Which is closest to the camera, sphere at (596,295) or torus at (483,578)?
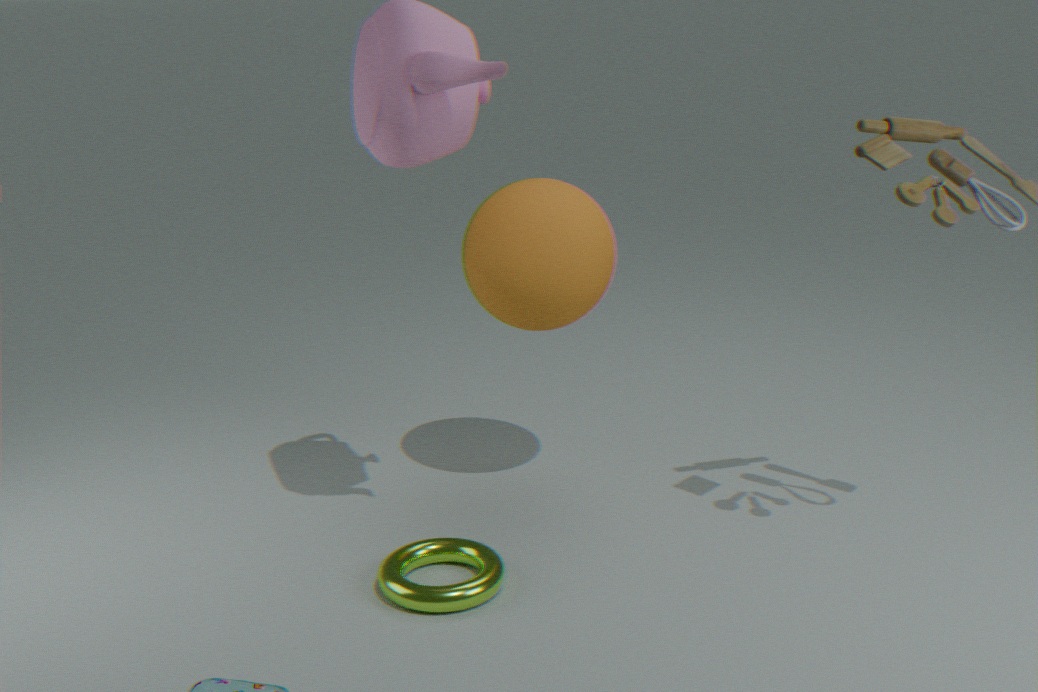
torus at (483,578)
